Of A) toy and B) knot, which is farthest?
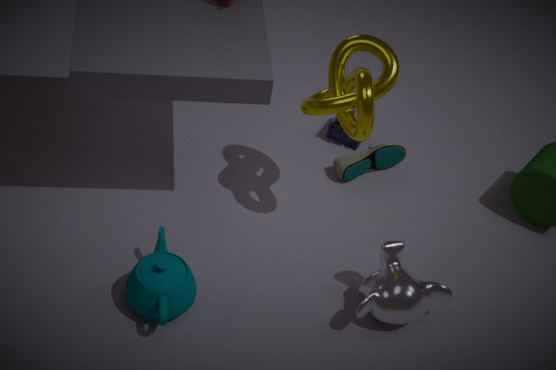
A. toy
